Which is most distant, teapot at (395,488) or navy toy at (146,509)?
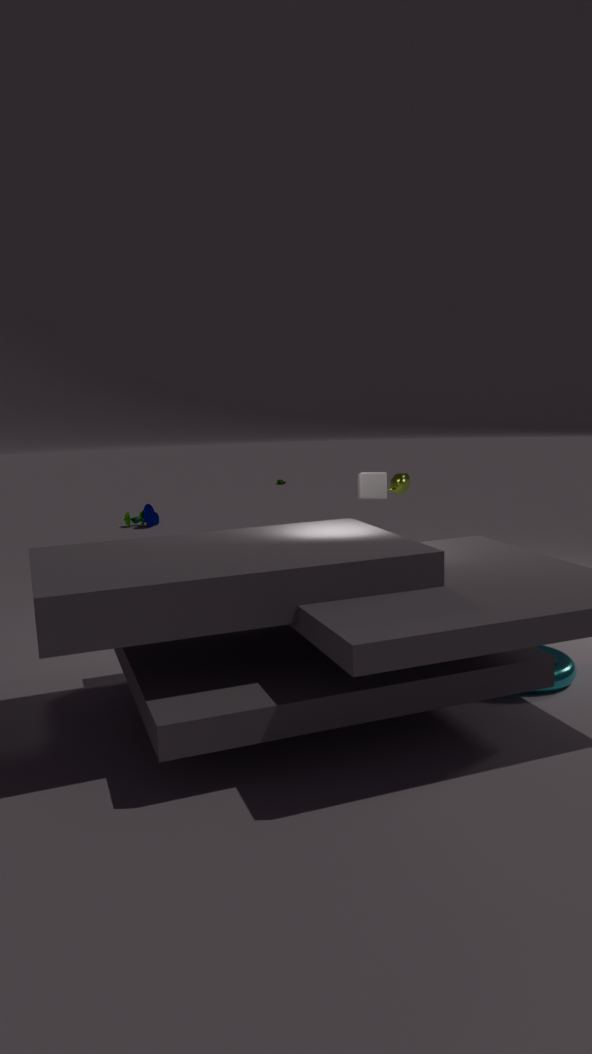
navy toy at (146,509)
